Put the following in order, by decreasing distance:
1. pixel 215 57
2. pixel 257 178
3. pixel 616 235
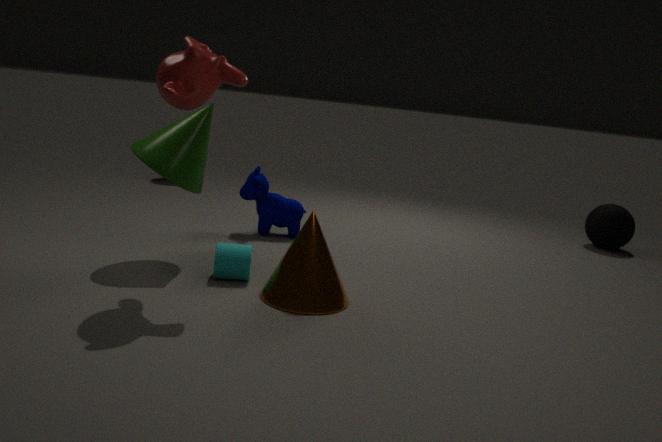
pixel 616 235, pixel 257 178, pixel 215 57
